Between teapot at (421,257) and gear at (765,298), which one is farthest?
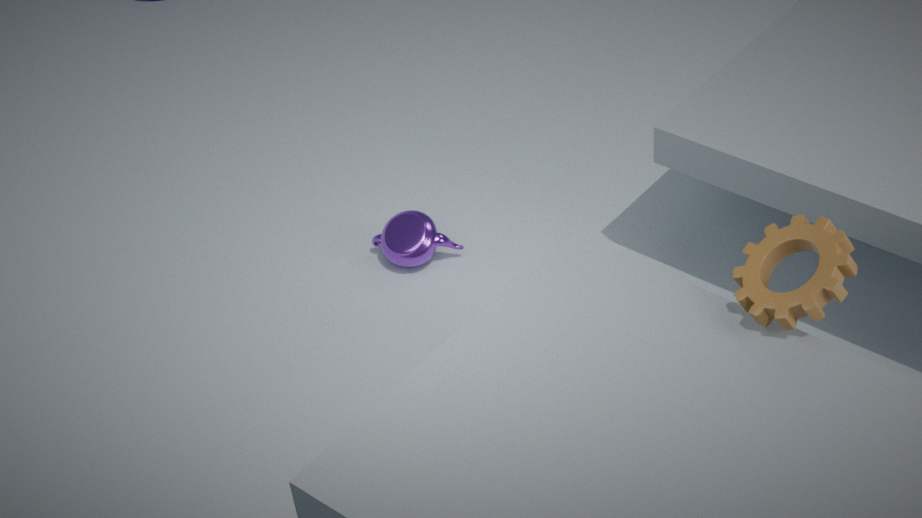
teapot at (421,257)
